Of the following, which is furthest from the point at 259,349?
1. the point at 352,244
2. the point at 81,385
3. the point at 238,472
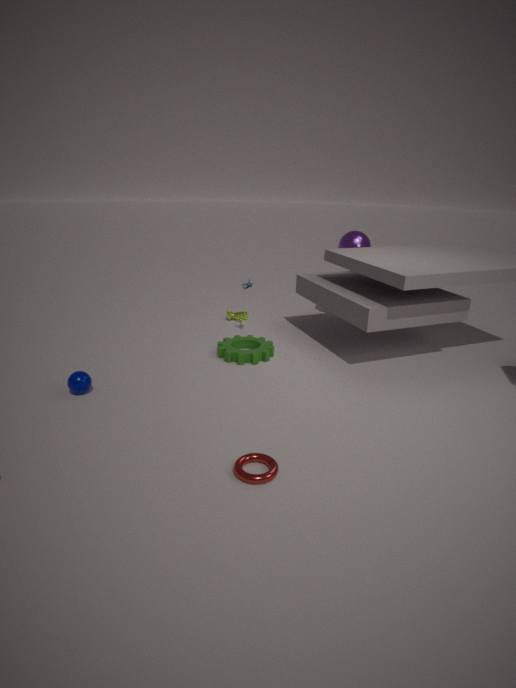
the point at 238,472
